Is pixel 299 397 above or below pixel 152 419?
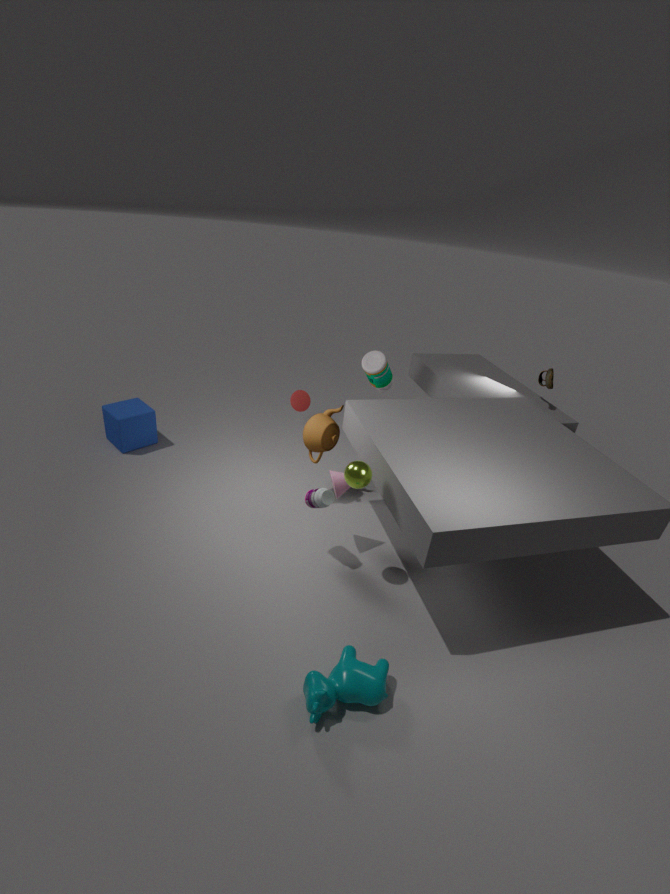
above
